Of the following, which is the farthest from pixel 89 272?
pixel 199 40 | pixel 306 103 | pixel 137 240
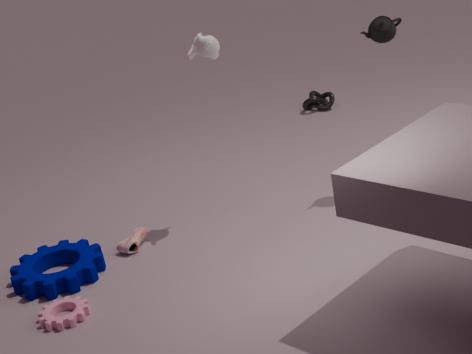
pixel 306 103
